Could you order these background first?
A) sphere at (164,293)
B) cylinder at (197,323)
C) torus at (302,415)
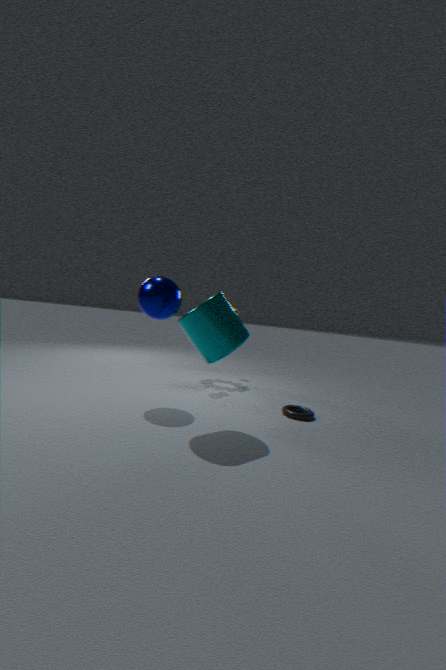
torus at (302,415)
sphere at (164,293)
cylinder at (197,323)
